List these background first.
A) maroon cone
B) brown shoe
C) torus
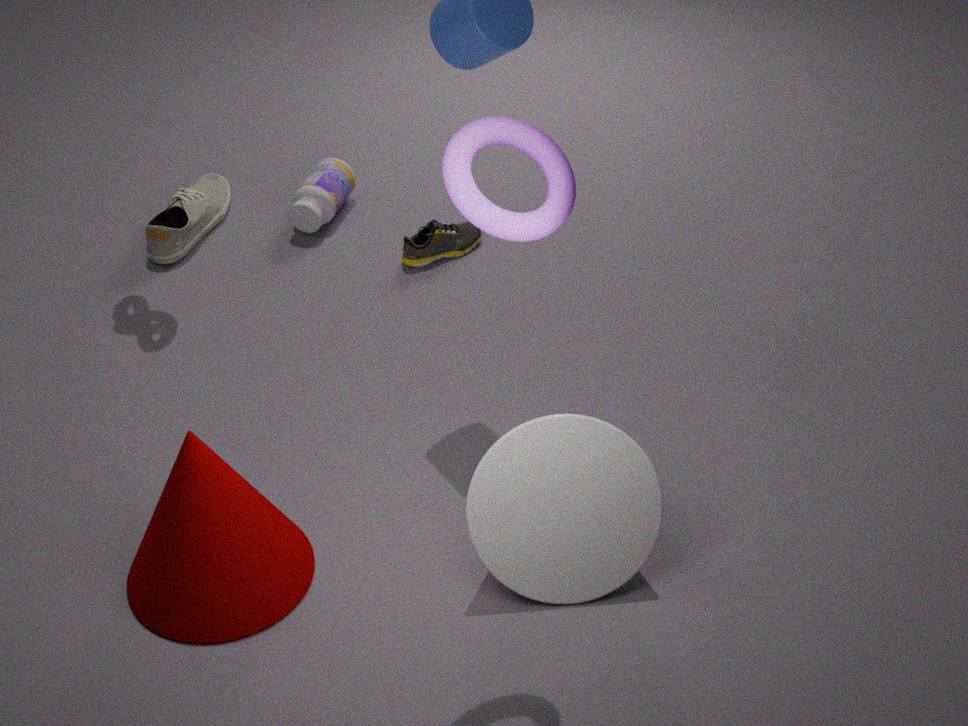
brown shoe, maroon cone, torus
